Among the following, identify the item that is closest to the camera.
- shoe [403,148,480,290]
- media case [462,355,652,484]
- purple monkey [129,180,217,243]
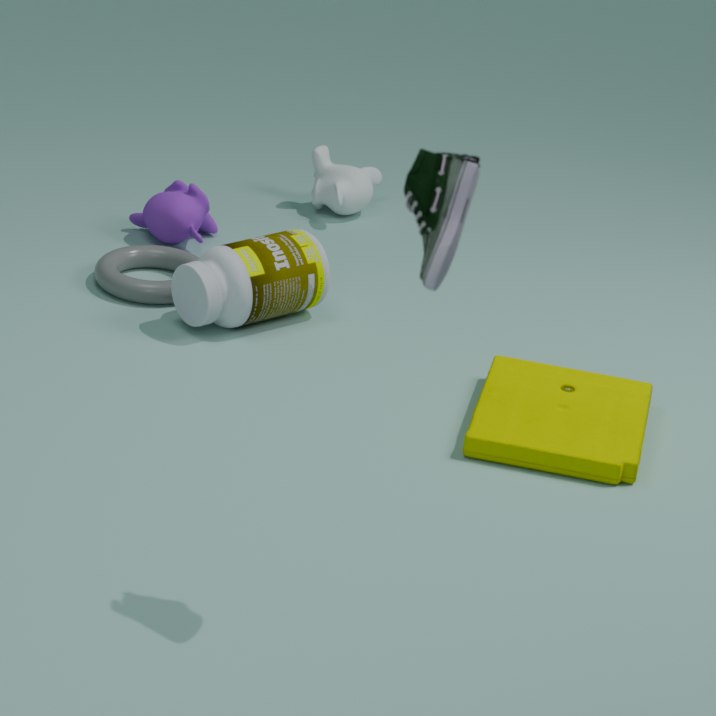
shoe [403,148,480,290]
